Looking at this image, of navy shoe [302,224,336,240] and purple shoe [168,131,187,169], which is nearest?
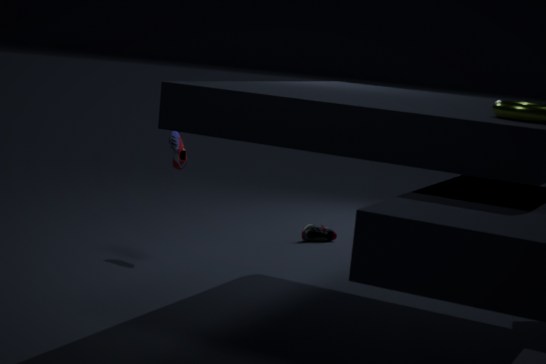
purple shoe [168,131,187,169]
